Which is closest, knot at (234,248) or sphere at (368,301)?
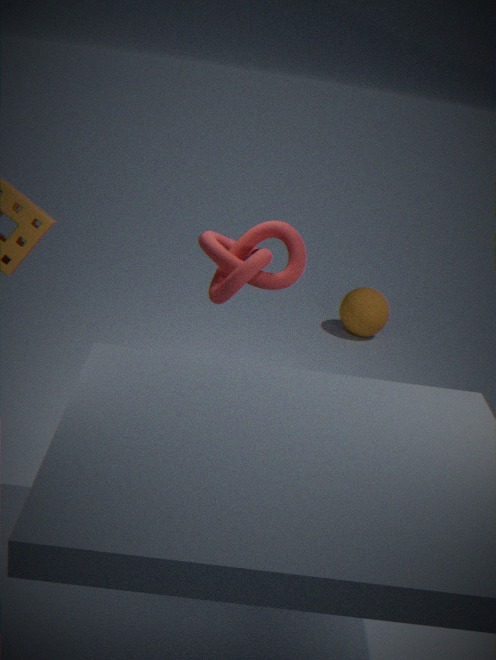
knot at (234,248)
